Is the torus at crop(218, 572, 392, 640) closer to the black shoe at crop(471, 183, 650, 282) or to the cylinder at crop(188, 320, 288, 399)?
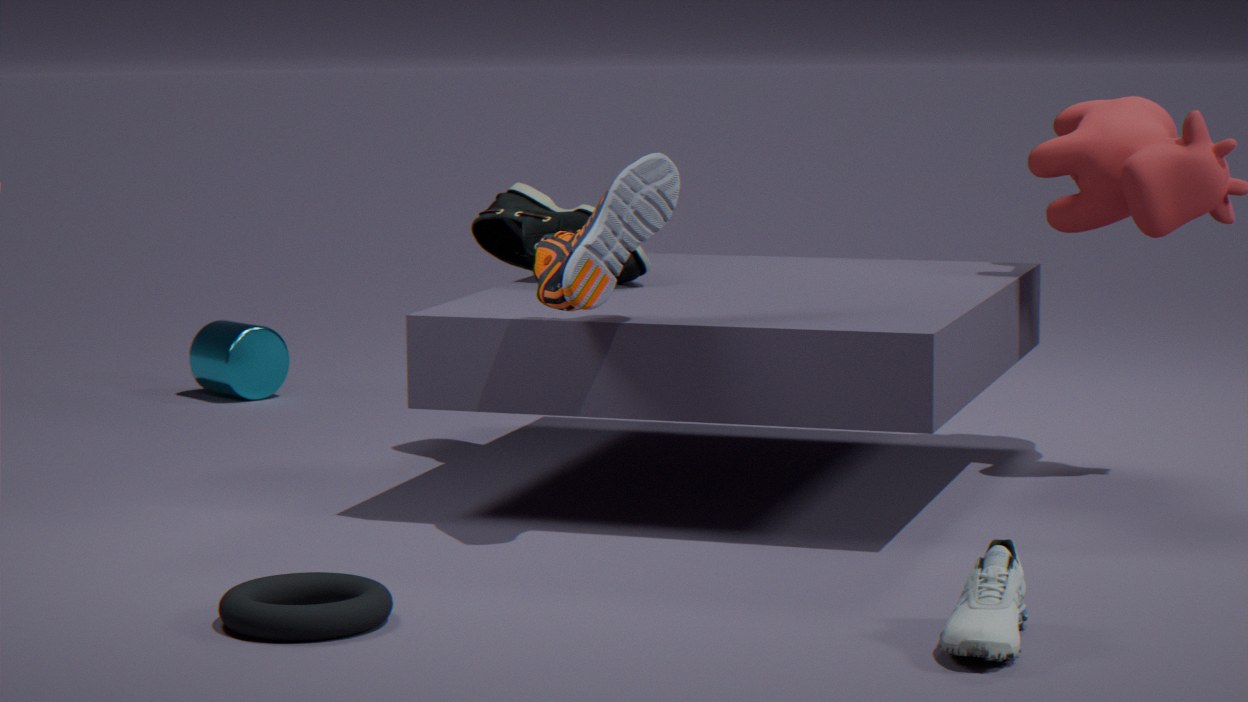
the black shoe at crop(471, 183, 650, 282)
